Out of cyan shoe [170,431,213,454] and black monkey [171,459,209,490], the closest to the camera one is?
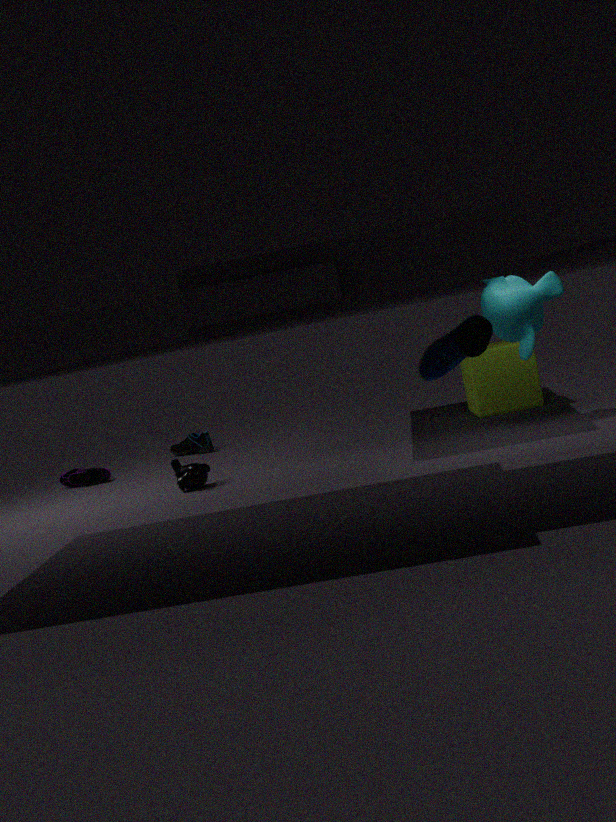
black monkey [171,459,209,490]
